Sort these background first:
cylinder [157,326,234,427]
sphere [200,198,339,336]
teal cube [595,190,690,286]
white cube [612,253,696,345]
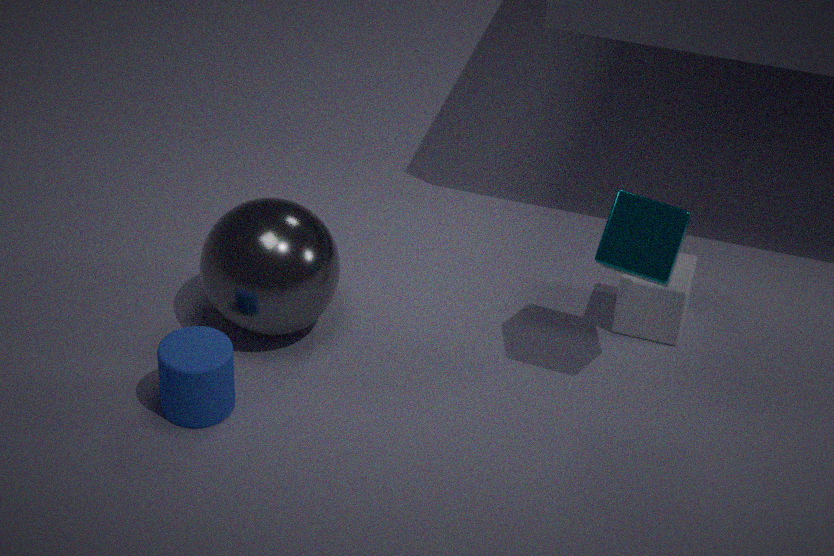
white cube [612,253,696,345] → sphere [200,198,339,336] → cylinder [157,326,234,427] → teal cube [595,190,690,286]
